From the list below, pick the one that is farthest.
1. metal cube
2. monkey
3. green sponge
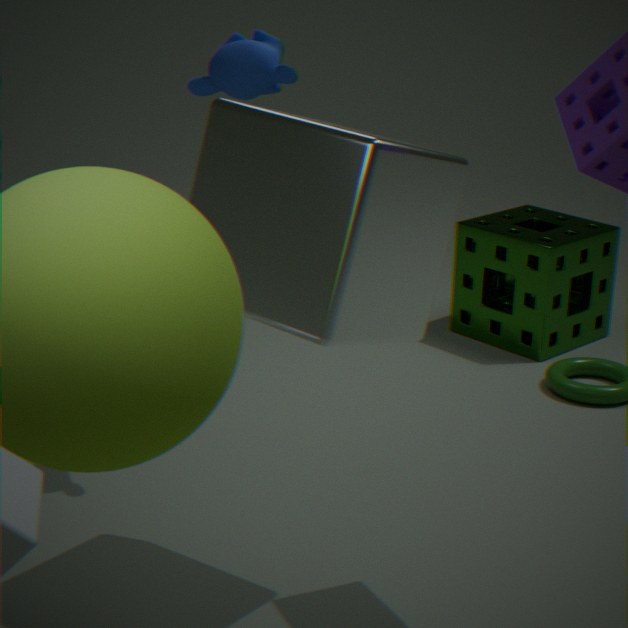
green sponge
